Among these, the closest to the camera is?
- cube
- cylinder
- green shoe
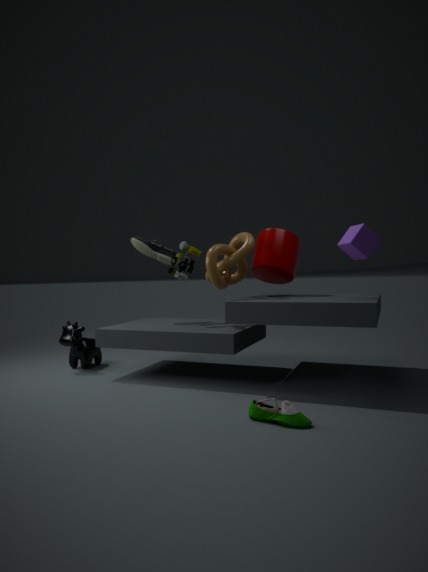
green shoe
